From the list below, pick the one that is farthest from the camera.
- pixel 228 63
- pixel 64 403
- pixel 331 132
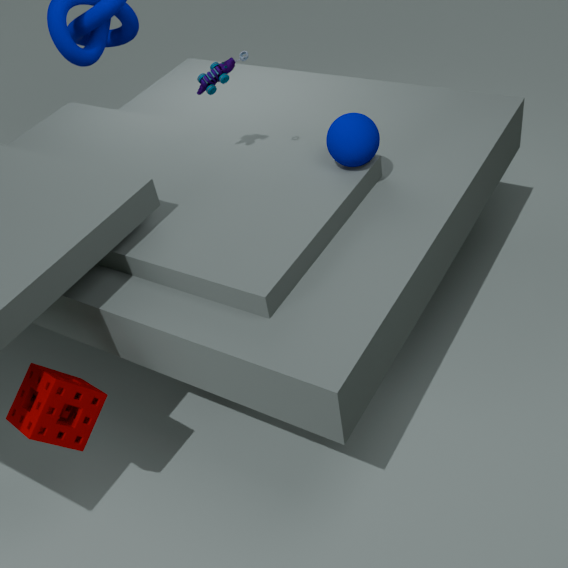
pixel 228 63
